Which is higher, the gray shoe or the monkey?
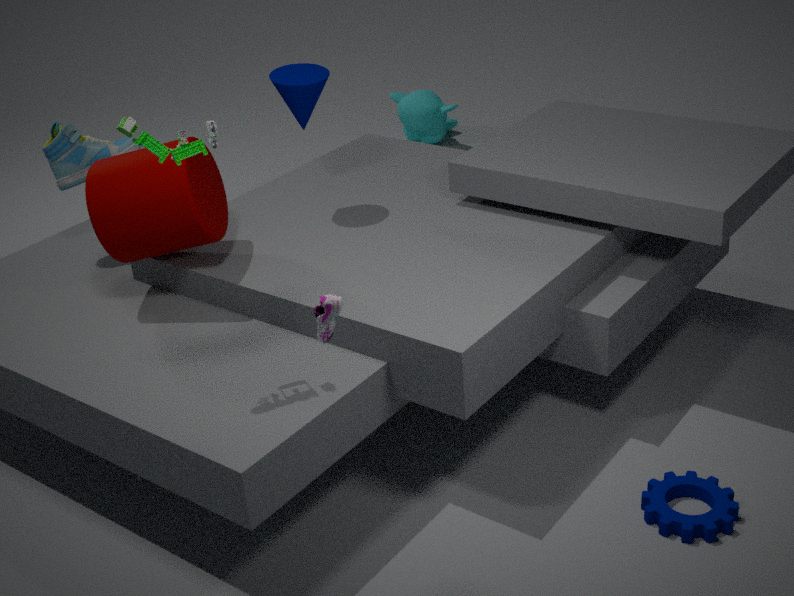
the gray shoe
